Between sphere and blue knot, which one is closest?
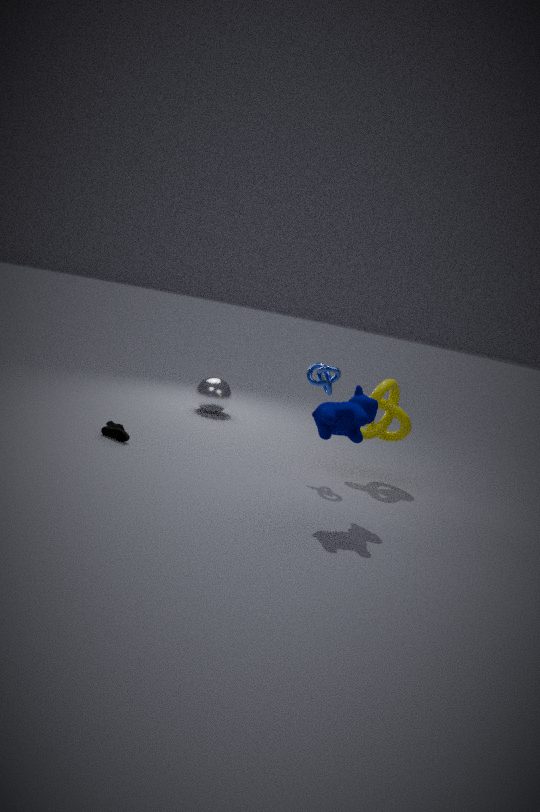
blue knot
